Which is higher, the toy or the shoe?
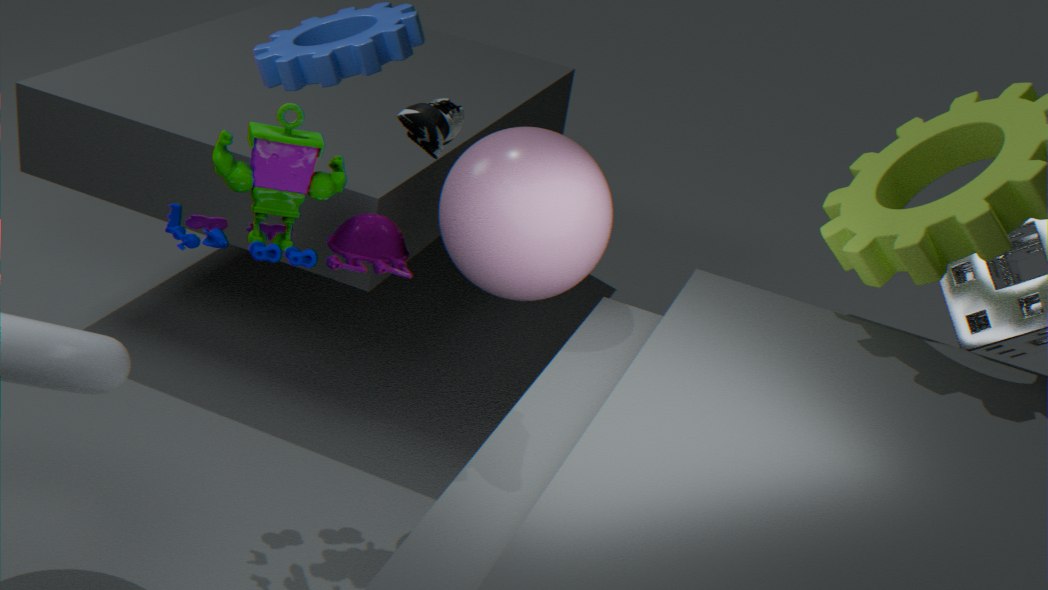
the shoe
